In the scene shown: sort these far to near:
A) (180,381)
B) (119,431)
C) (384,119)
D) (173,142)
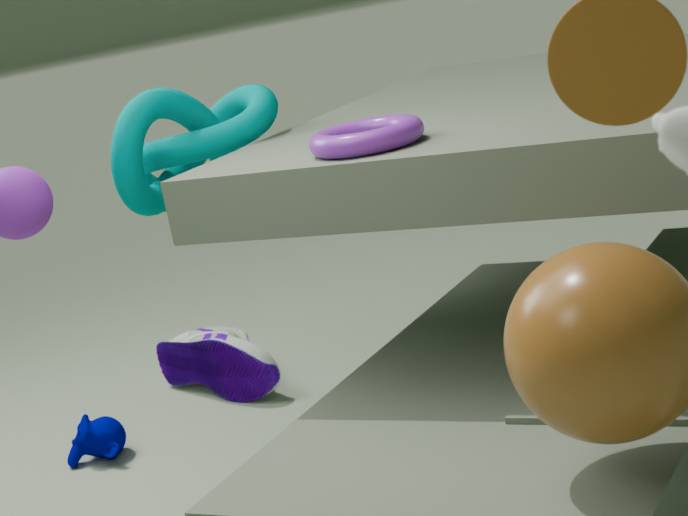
1. (180,381)
2. (119,431)
3. (173,142)
4. (384,119)
